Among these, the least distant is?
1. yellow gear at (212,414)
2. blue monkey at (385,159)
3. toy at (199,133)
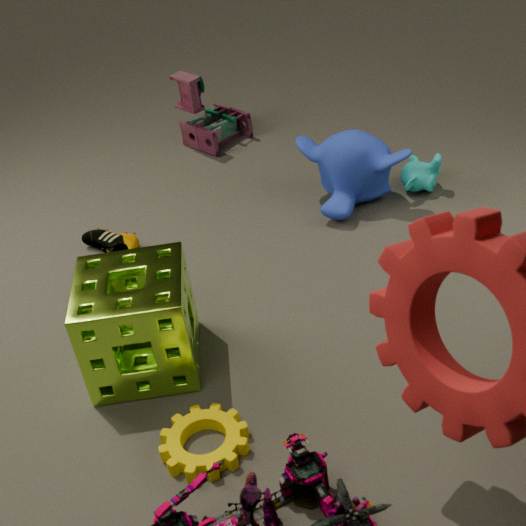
yellow gear at (212,414)
